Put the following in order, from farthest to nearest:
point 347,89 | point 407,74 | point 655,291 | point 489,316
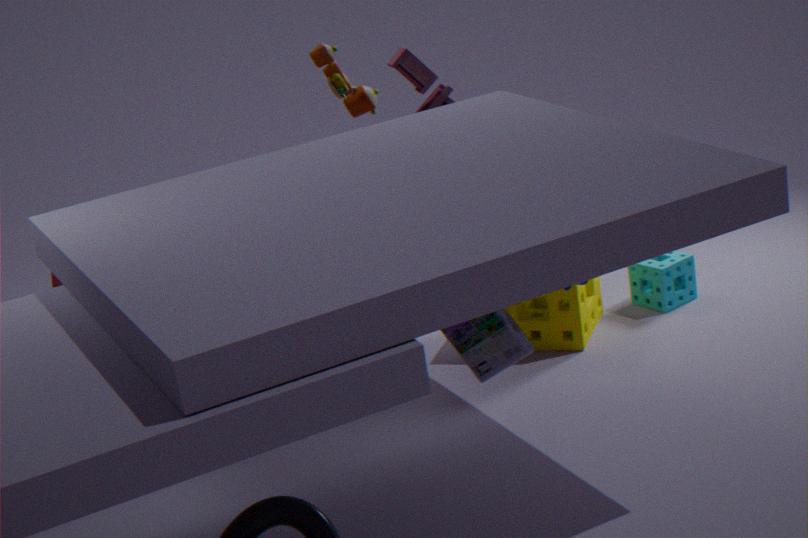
point 655,291 < point 347,89 < point 407,74 < point 489,316
